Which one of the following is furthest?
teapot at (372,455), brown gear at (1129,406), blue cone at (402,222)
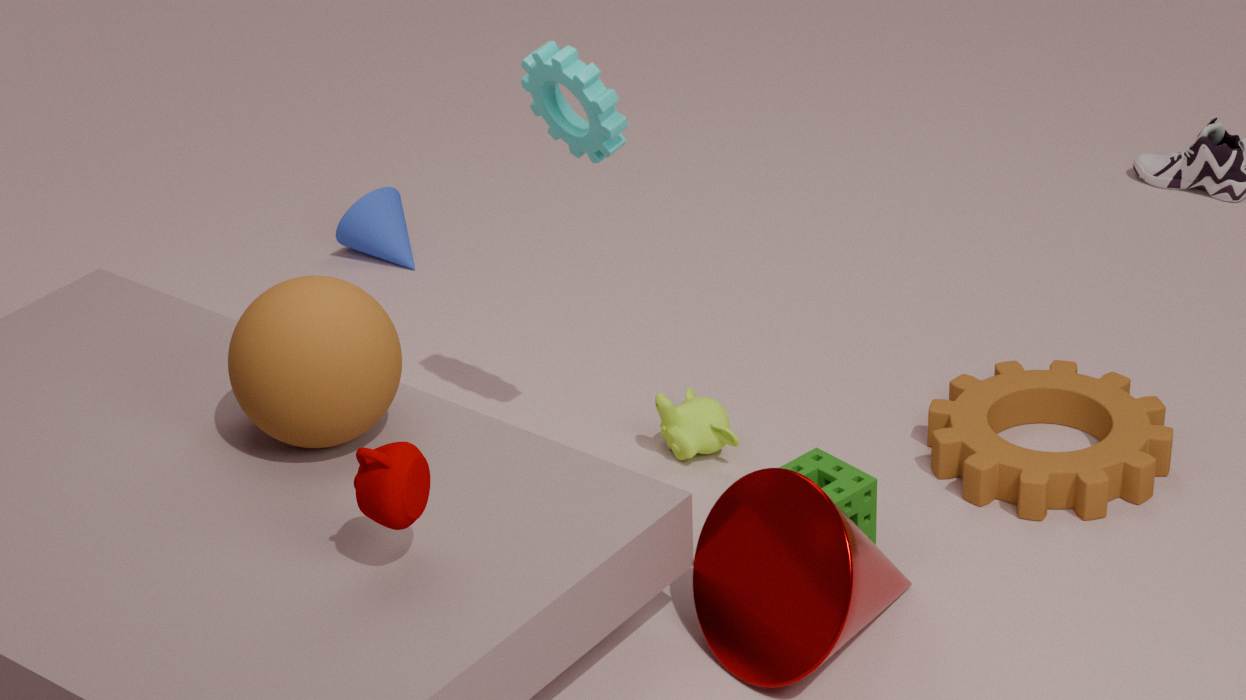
blue cone at (402,222)
